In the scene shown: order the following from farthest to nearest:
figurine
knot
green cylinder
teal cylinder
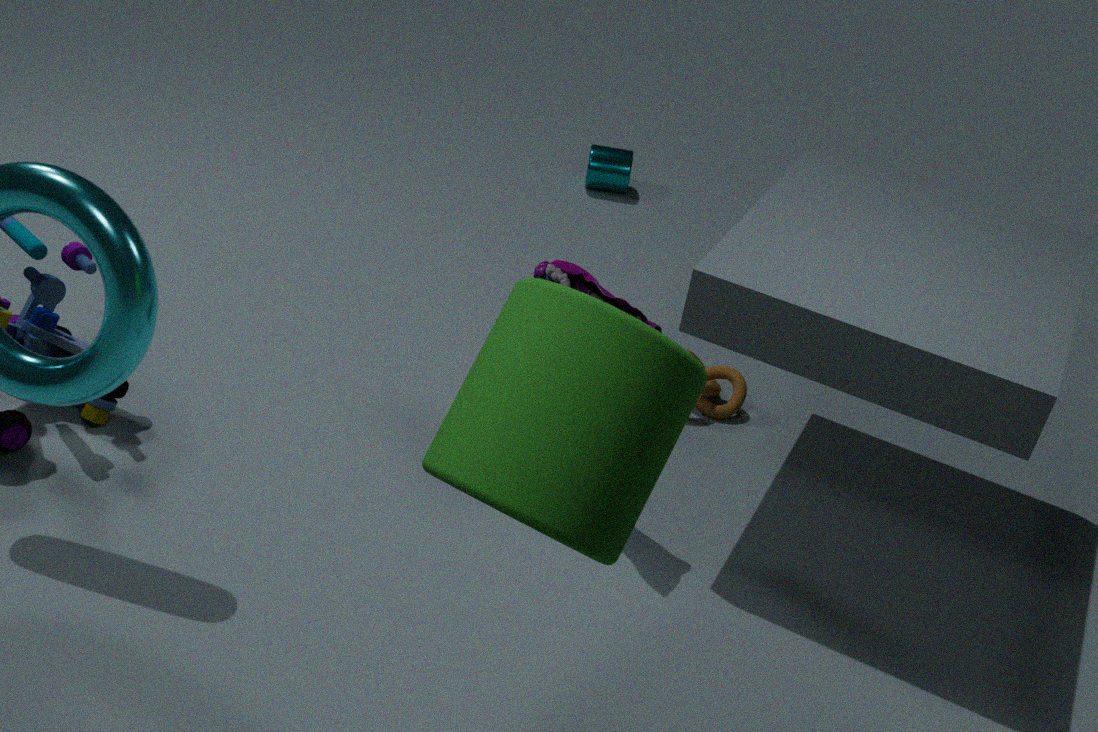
teal cylinder < knot < figurine < green cylinder
